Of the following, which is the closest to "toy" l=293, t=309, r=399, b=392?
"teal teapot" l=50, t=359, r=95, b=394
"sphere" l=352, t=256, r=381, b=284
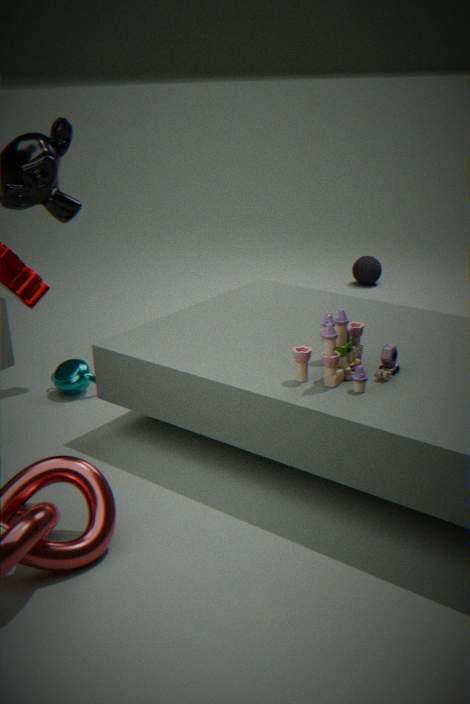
"teal teapot" l=50, t=359, r=95, b=394
